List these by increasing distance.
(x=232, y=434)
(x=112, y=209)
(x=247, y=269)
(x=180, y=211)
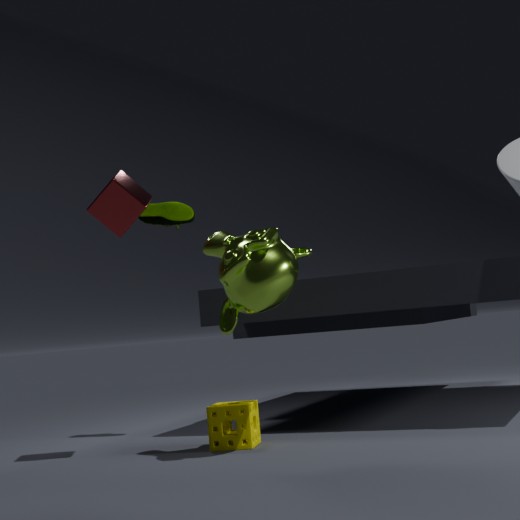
(x=247, y=269), (x=112, y=209), (x=232, y=434), (x=180, y=211)
